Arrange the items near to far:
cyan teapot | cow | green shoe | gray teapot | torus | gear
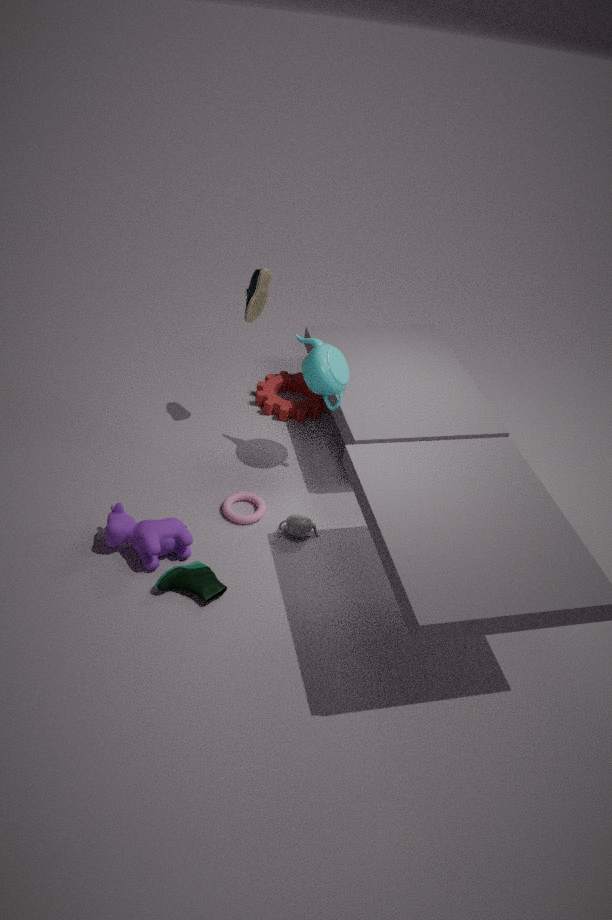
green shoe, cow, gray teapot, torus, cyan teapot, gear
